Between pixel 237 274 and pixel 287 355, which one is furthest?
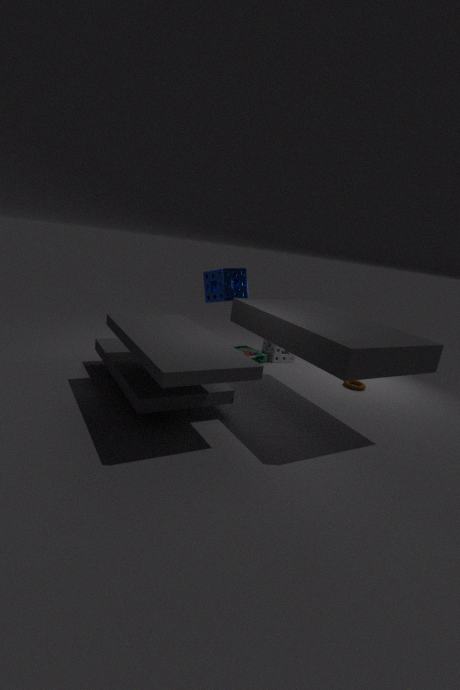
pixel 287 355
